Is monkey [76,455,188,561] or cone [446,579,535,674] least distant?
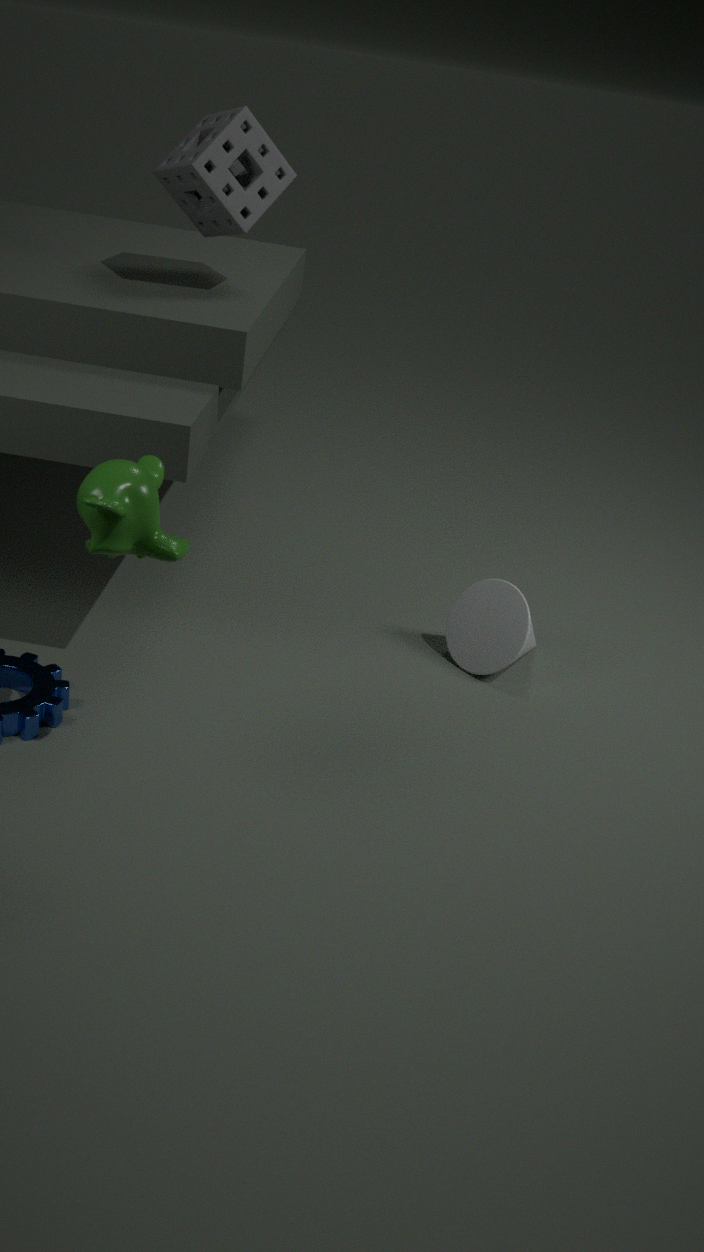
monkey [76,455,188,561]
